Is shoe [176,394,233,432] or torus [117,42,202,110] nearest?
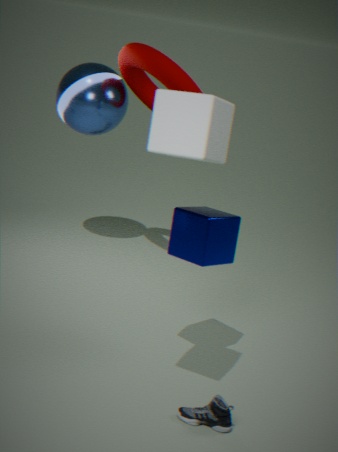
shoe [176,394,233,432]
